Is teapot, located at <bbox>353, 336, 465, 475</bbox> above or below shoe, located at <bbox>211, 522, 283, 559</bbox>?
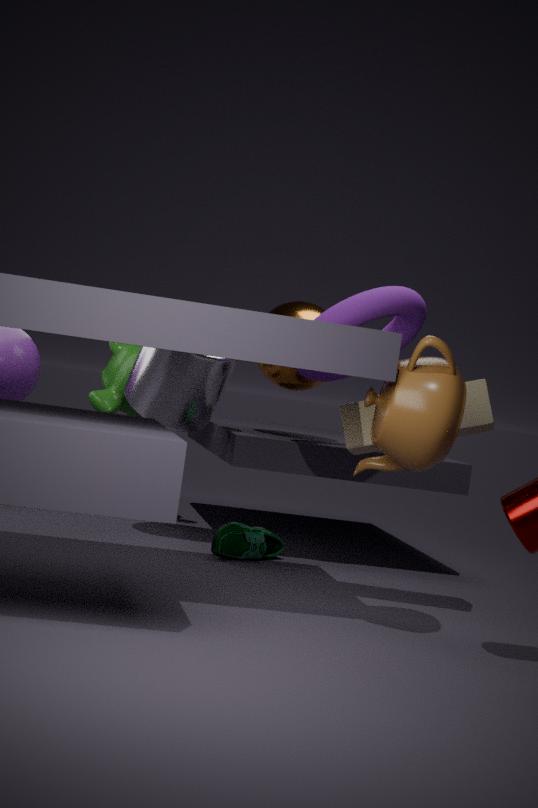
above
